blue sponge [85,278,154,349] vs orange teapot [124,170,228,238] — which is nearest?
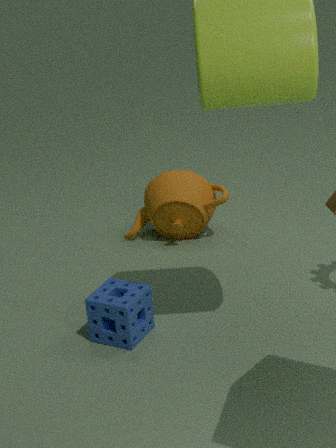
blue sponge [85,278,154,349]
